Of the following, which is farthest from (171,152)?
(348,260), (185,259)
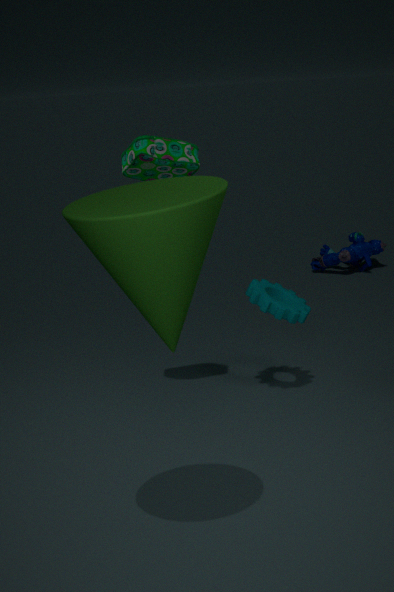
(348,260)
